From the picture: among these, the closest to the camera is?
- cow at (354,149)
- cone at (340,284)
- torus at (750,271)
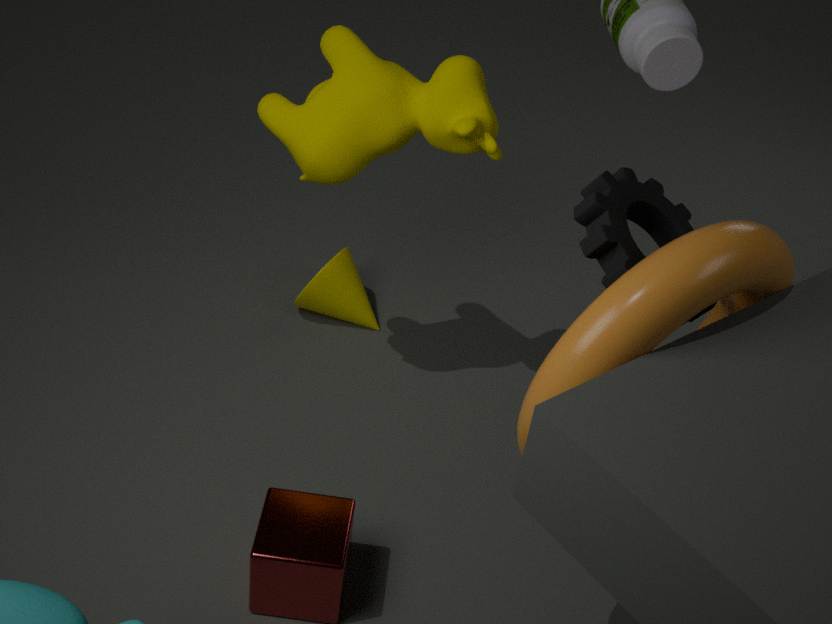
torus at (750,271)
